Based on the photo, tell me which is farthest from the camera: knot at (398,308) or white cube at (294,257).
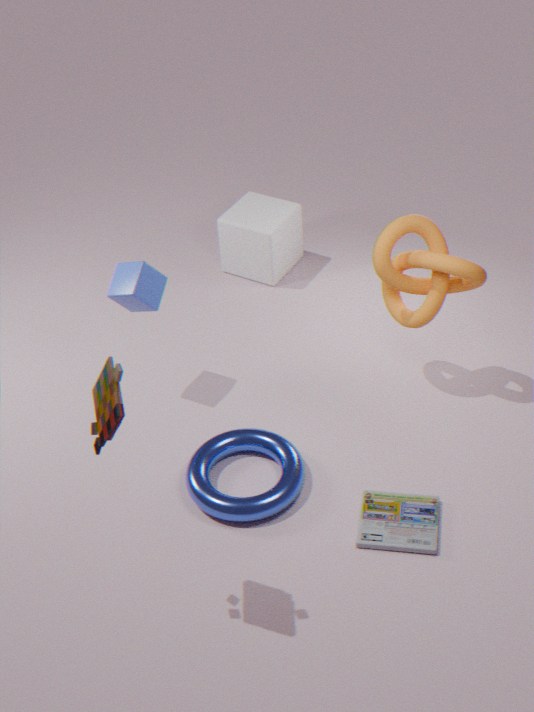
white cube at (294,257)
